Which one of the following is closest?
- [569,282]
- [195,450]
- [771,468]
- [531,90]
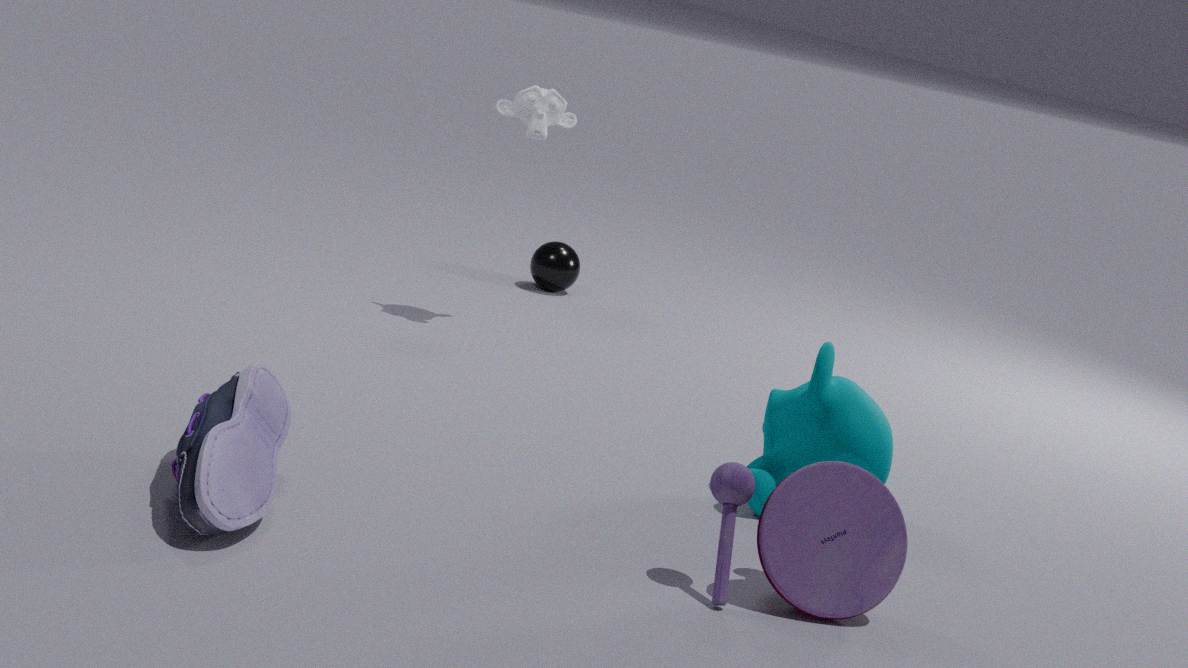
[195,450]
